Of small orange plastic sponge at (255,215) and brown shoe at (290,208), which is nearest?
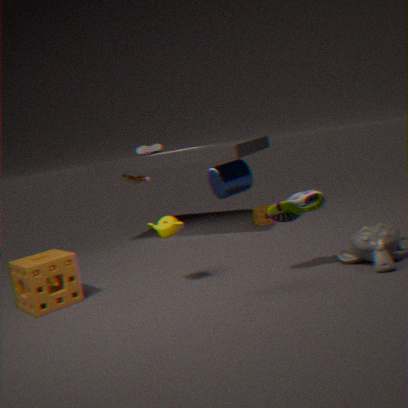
brown shoe at (290,208)
